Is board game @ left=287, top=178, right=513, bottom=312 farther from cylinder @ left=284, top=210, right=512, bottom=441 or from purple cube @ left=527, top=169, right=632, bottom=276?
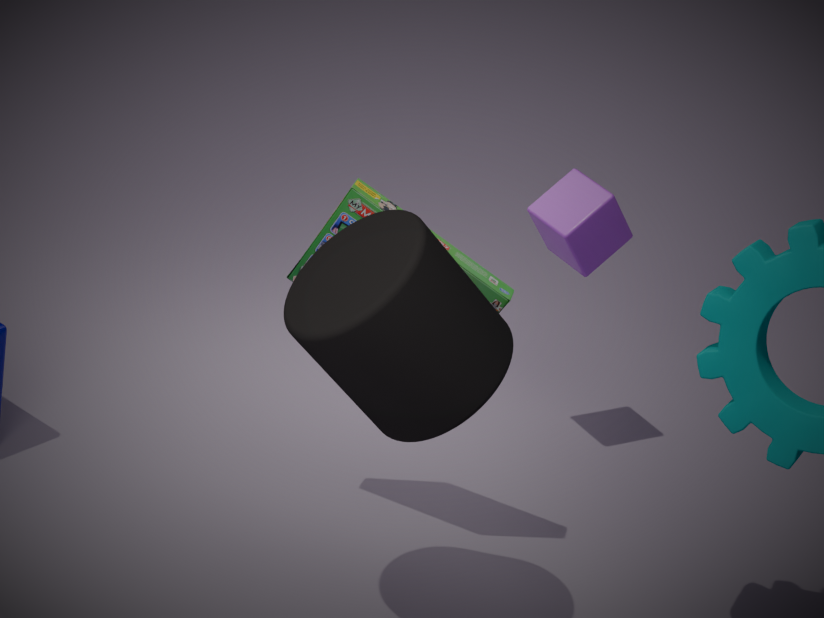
purple cube @ left=527, top=169, right=632, bottom=276
